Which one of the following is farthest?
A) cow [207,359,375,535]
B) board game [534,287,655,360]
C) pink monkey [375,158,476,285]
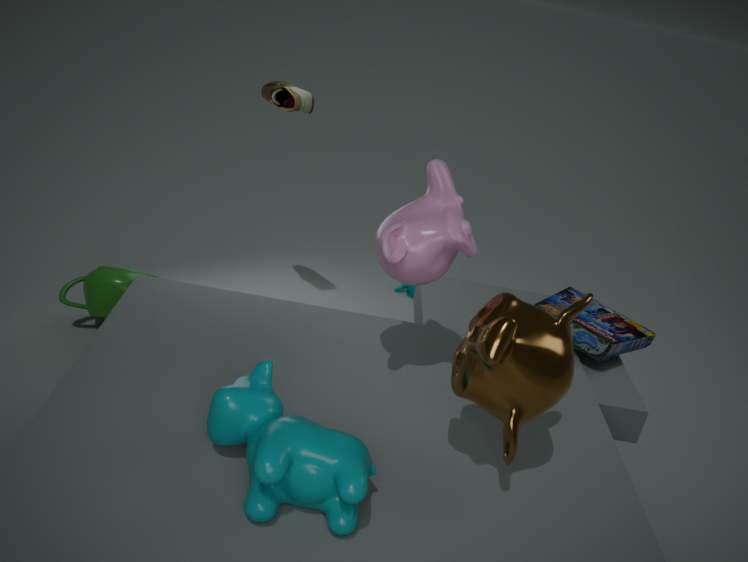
board game [534,287,655,360]
